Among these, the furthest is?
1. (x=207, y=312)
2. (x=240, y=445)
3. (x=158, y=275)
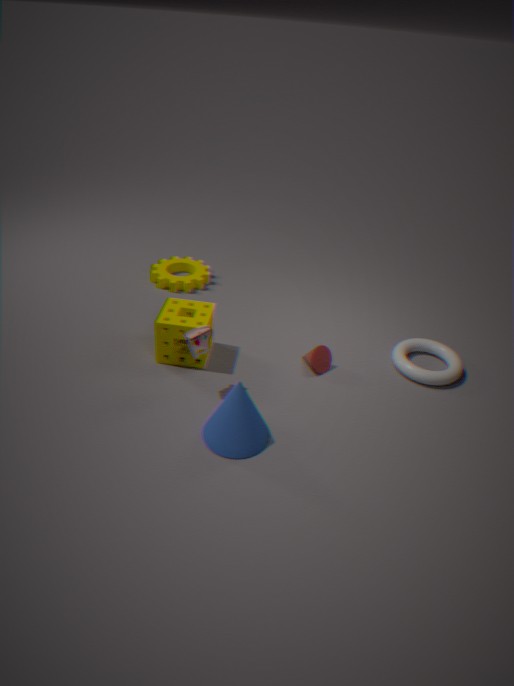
(x=158, y=275)
